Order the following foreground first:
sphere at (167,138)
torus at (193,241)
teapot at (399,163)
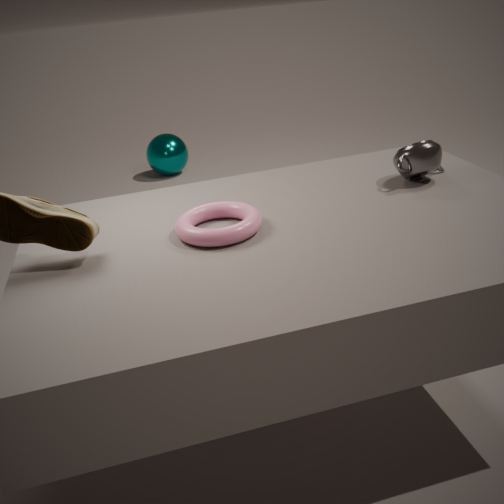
torus at (193,241) → teapot at (399,163) → sphere at (167,138)
